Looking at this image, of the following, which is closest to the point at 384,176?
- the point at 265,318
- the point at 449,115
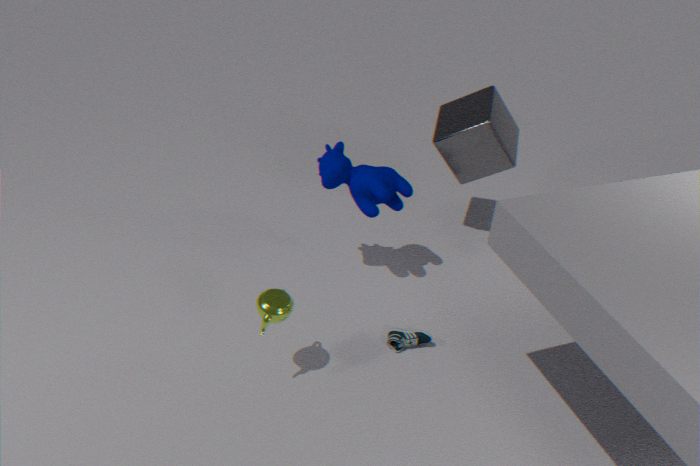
the point at 449,115
